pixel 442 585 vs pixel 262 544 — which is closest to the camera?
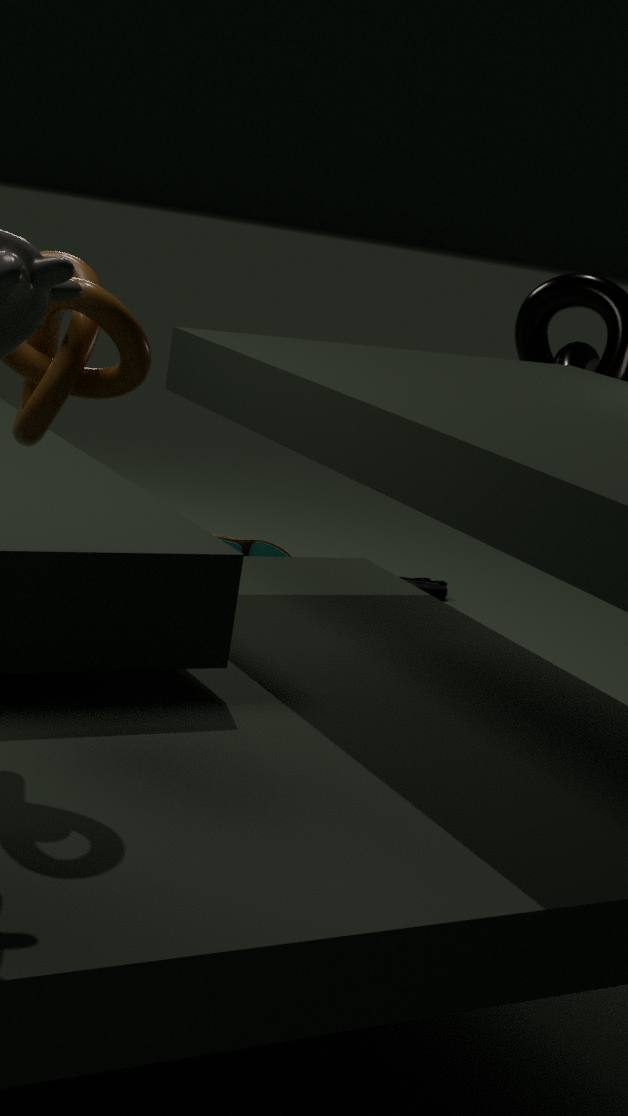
pixel 442 585
